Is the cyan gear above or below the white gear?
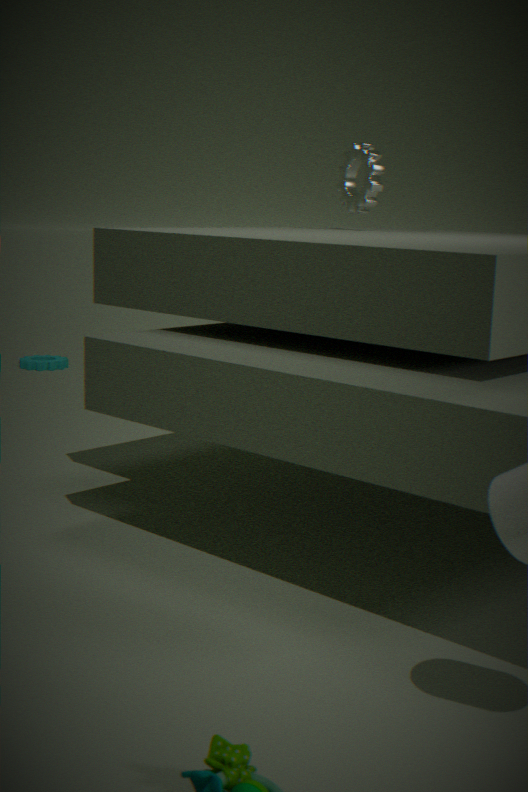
below
